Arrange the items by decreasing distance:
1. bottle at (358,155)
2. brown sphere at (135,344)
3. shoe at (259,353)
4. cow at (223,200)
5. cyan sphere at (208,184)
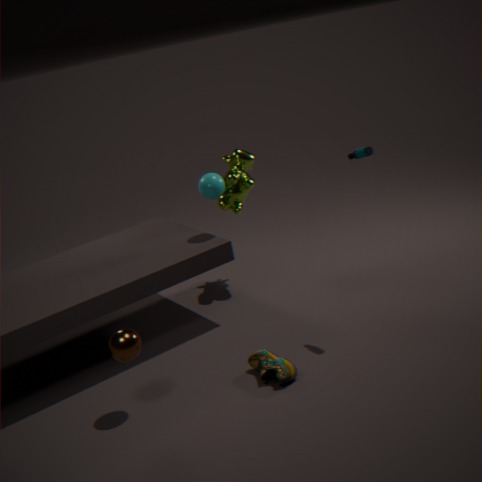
cow at (223,200)
cyan sphere at (208,184)
bottle at (358,155)
shoe at (259,353)
brown sphere at (135,344)
